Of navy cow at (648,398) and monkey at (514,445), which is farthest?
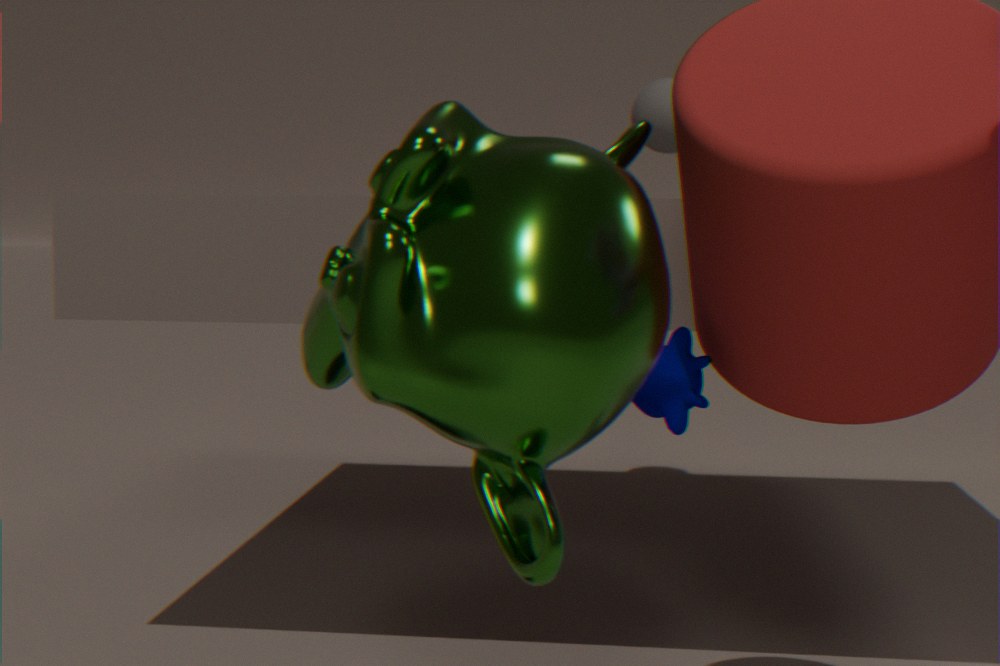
navy cow at (648,398)
